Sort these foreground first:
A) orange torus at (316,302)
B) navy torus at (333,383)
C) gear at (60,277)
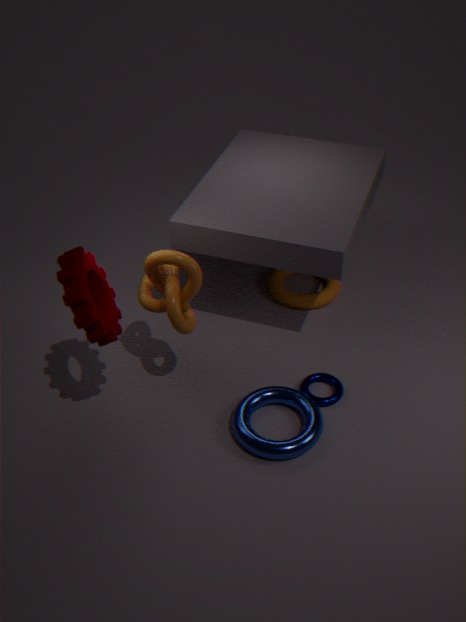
1. C. gear at (60,277)
2. B. navy torus at (333,383)
3. A. orange torus at (316,302)
